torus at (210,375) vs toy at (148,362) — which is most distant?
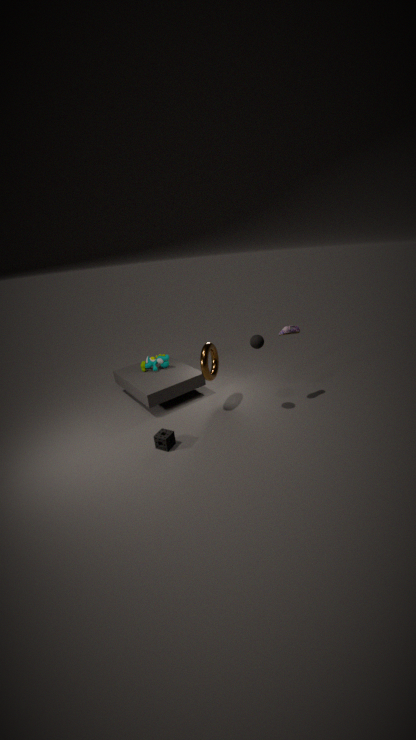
toy at (148,362)
